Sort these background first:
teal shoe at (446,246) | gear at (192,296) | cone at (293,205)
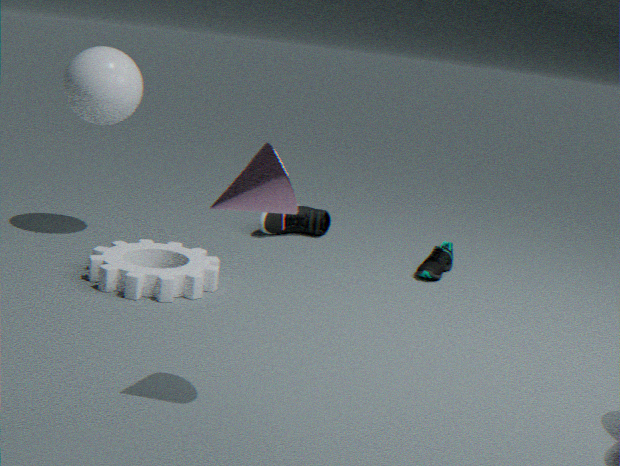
teal shoe at (446,246) → gear at (192,296) → cone at (293,205)
